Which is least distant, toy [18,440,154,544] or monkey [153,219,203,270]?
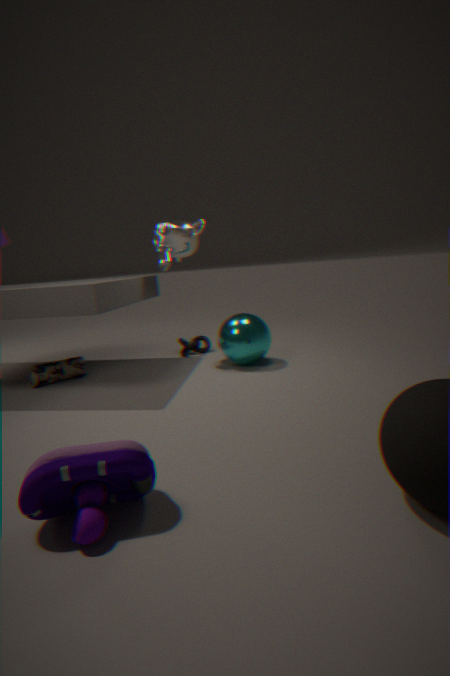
toy [18,440,154,544]
